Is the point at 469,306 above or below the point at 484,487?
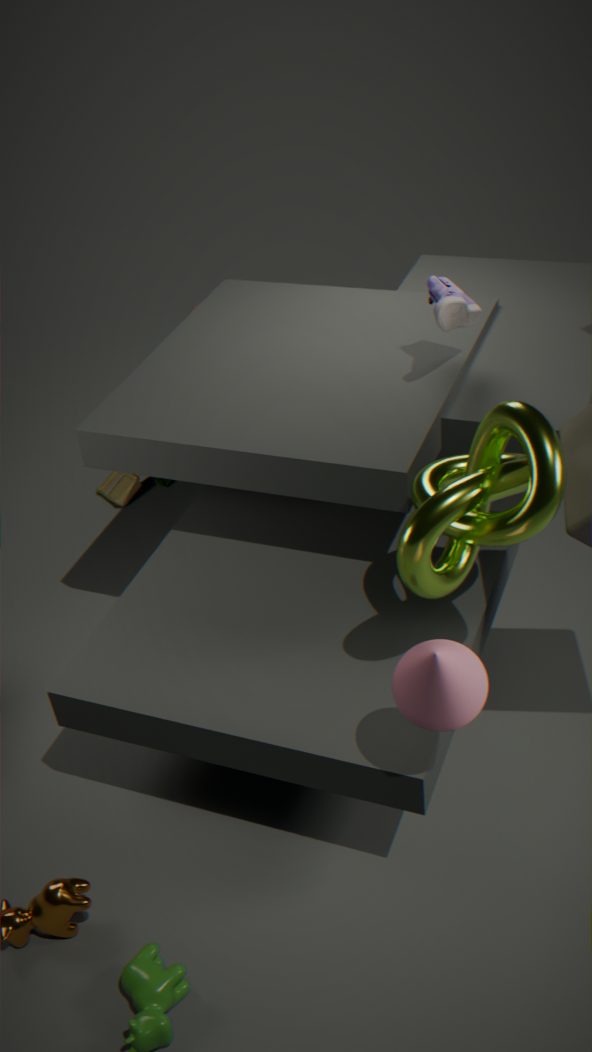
above
